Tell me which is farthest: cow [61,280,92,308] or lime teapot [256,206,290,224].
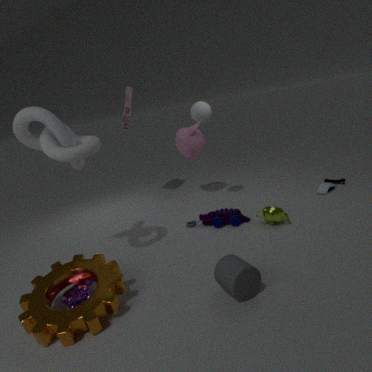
lime teapot [256,206,290,224]
